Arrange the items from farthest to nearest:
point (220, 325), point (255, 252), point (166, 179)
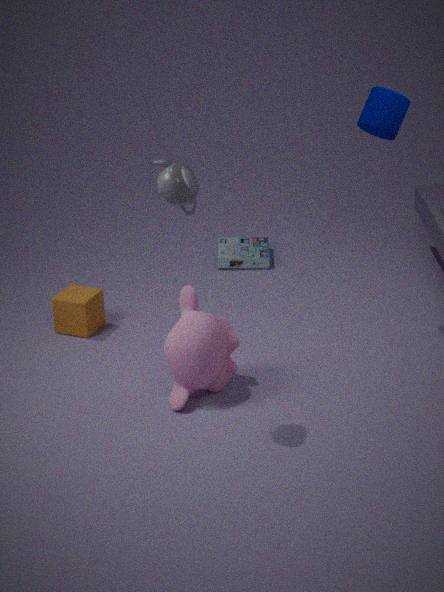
point (255, 252) < point (220, 325) < point (166, 179)
